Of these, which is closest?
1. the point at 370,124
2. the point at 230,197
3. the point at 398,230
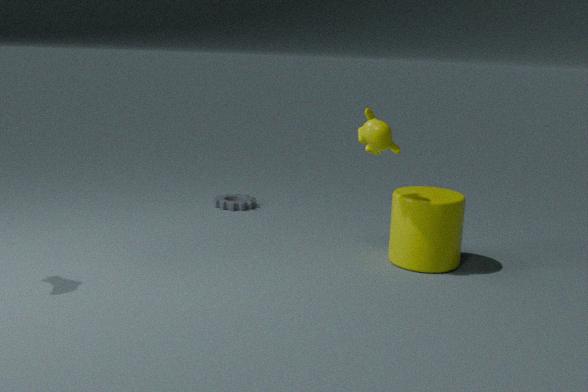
the point at 370,124
